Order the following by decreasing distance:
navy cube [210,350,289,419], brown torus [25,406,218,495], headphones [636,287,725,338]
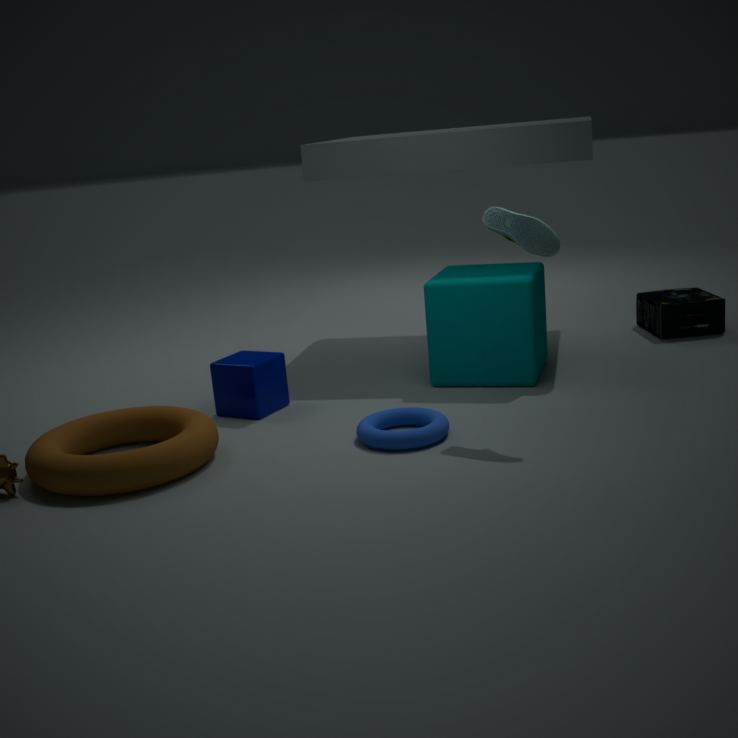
A: headphones [636,287,725,338] → navy cube [210,350,289,419] → brown torus [25,406,218,495]
